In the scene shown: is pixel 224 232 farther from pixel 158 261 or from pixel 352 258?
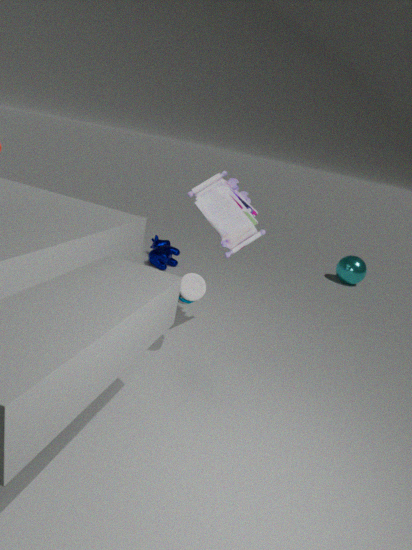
pixel 352 258
